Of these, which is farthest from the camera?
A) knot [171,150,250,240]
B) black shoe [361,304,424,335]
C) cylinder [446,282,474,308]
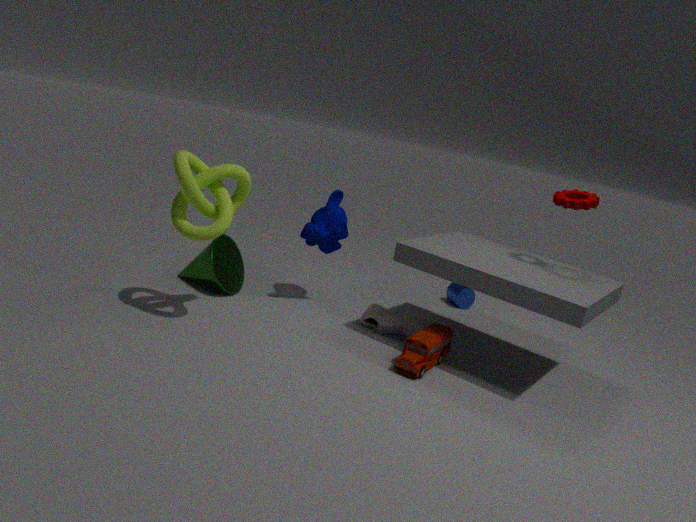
cylinder [446,282,474,308]
